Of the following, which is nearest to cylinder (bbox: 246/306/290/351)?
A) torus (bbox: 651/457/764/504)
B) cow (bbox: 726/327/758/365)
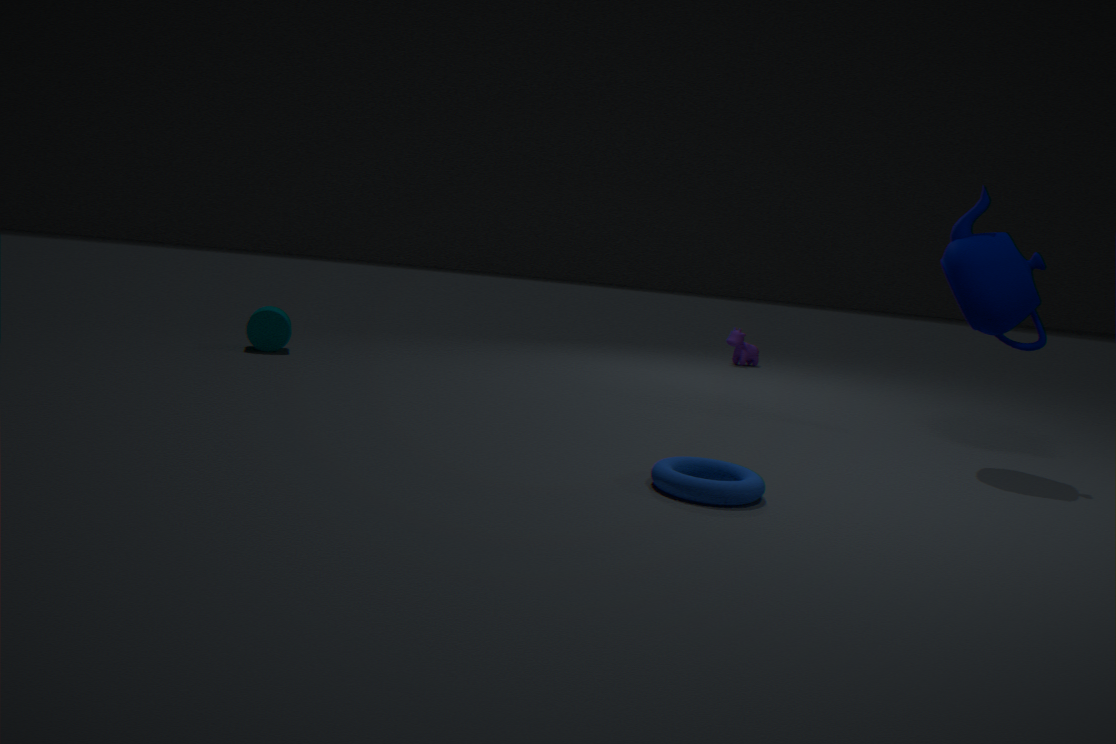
torus (bbox: 651/457/764/504)
